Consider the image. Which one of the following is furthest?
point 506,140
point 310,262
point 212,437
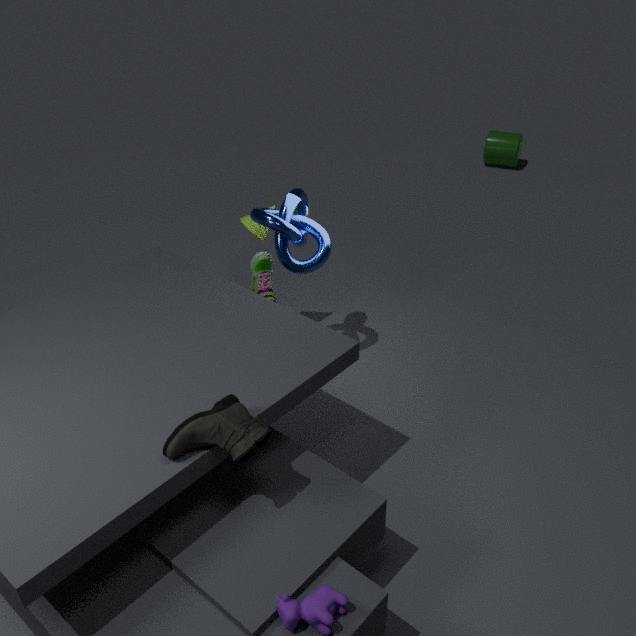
point 506,140
